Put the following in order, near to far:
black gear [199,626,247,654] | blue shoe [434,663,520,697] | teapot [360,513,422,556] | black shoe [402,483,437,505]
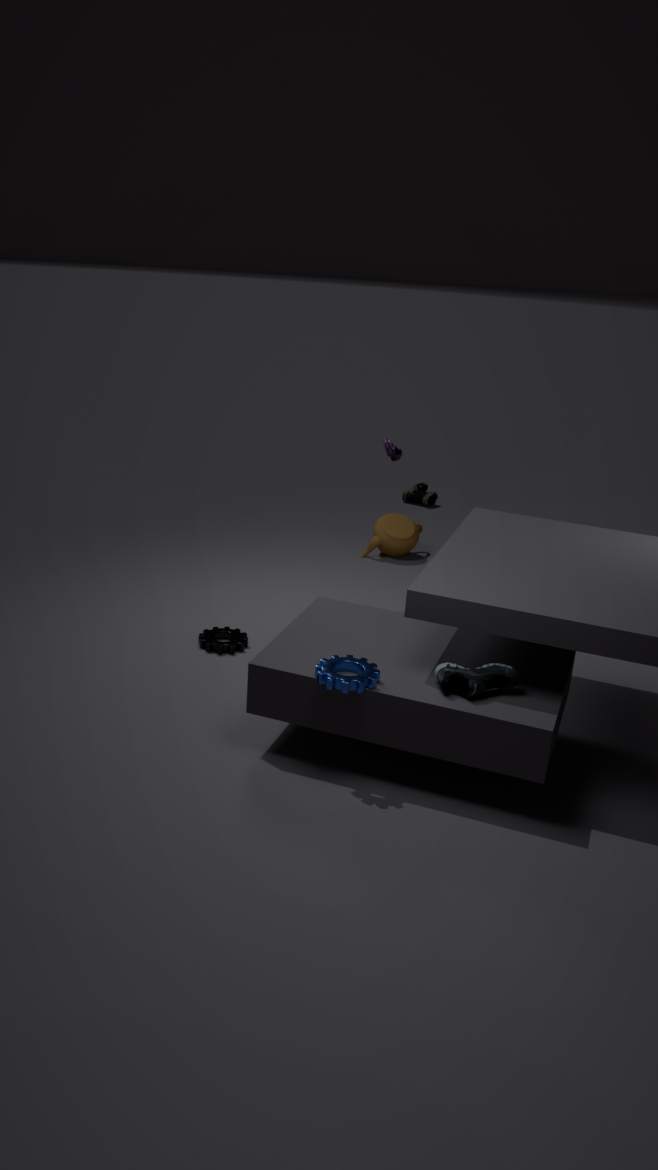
blue shoe [434,663,520,697], black gear [199,626,247,654], teapot [360,513,422,556], black shoe [402,483,437,505]
